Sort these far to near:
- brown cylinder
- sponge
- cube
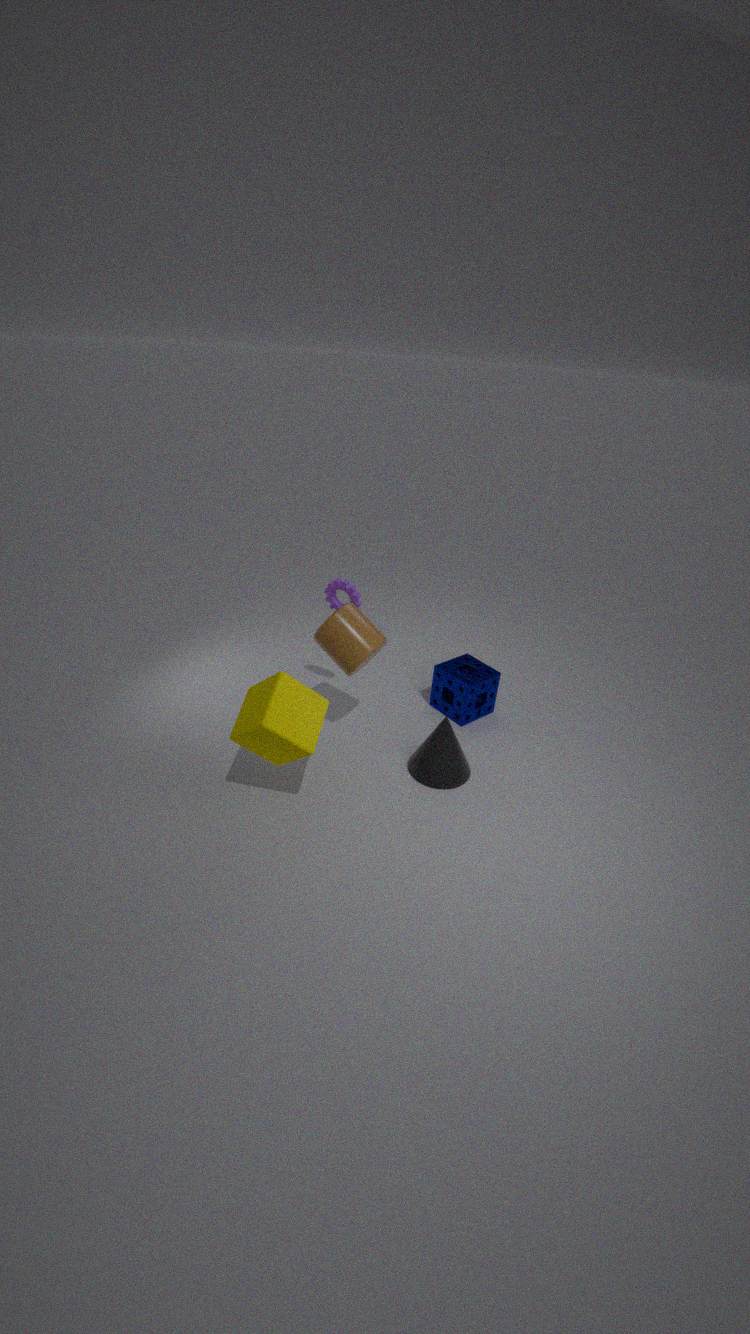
sponge → brown cylinder → cube
